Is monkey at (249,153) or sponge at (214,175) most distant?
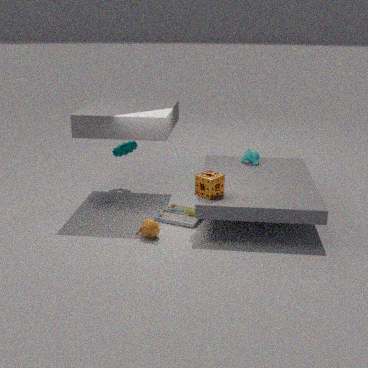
monkey at (249,153)
